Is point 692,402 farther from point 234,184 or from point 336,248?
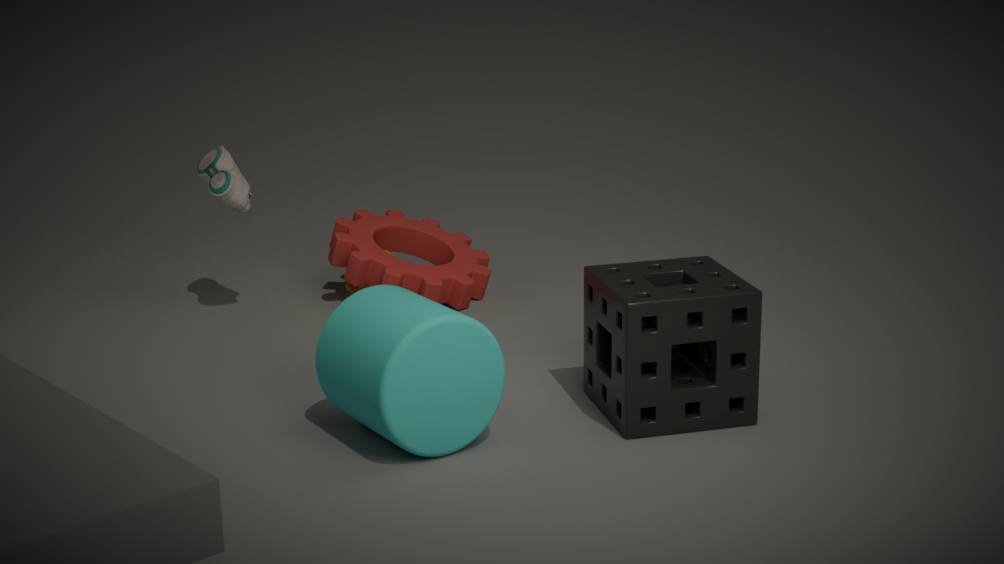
point 234,184
